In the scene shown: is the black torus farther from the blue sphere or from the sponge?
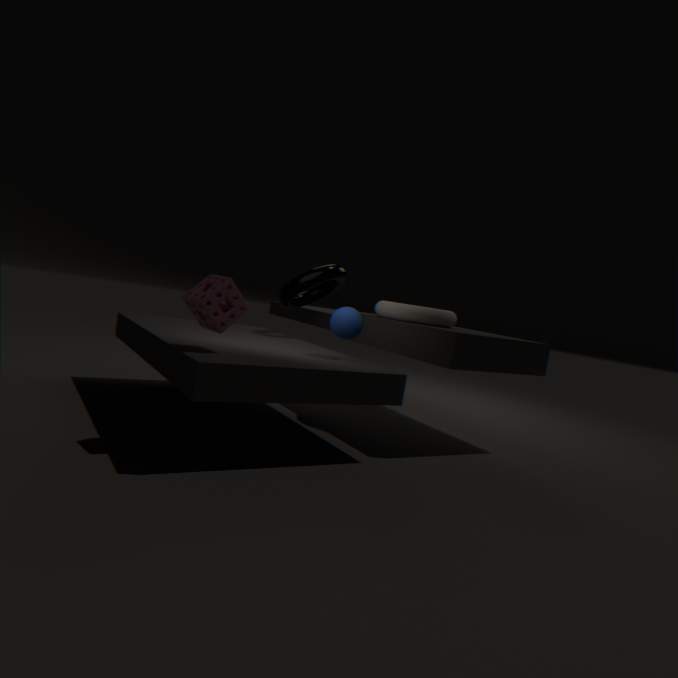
the sponge
